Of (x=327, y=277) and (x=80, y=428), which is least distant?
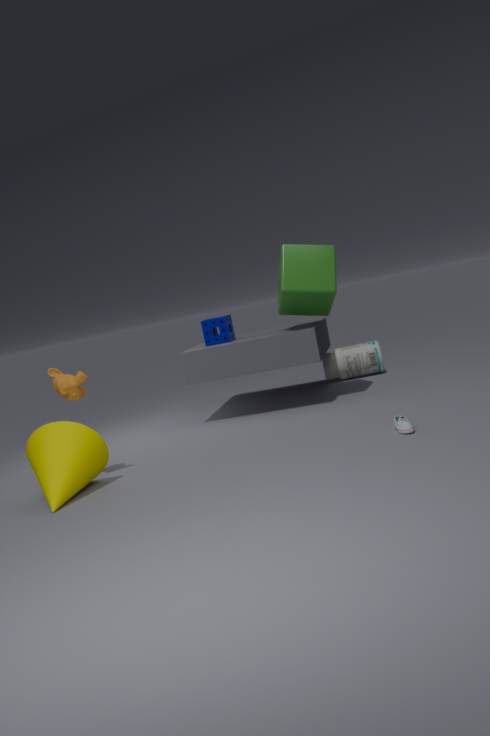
(x=80, y=428)
